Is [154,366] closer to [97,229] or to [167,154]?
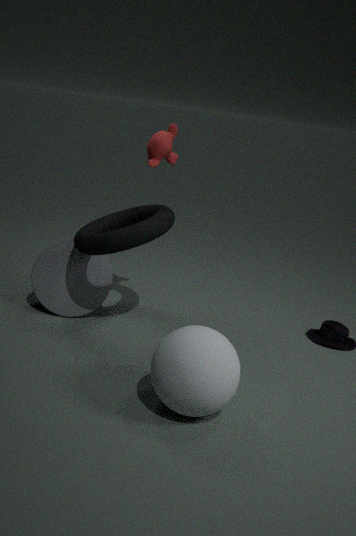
[97,229]
